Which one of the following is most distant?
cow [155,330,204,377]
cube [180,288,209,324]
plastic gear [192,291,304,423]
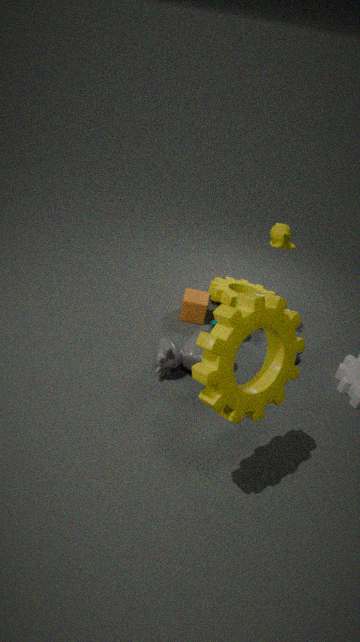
cube [180,288,209,324]
